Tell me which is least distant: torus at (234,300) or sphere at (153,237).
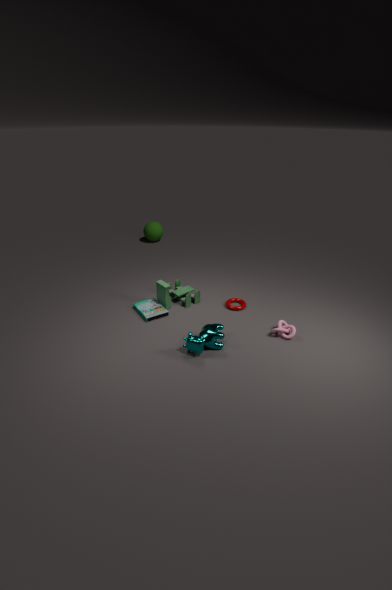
torus at (234,300)
